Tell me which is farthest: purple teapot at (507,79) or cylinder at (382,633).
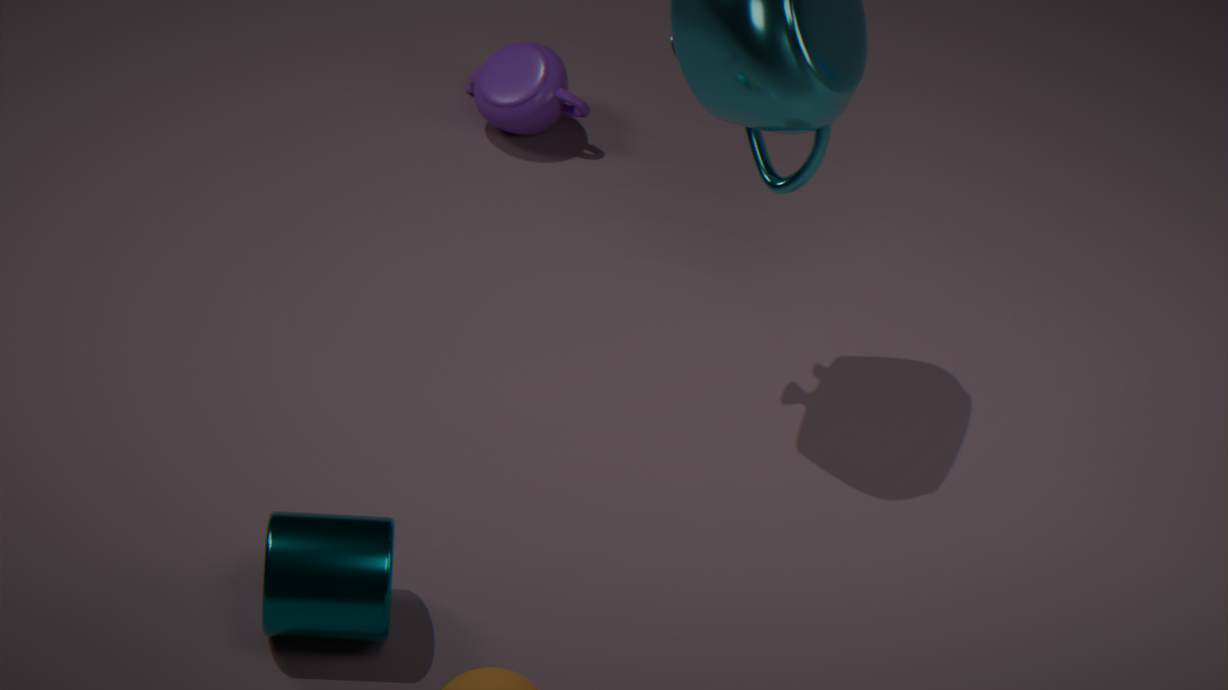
purple teapot at (507,79)
